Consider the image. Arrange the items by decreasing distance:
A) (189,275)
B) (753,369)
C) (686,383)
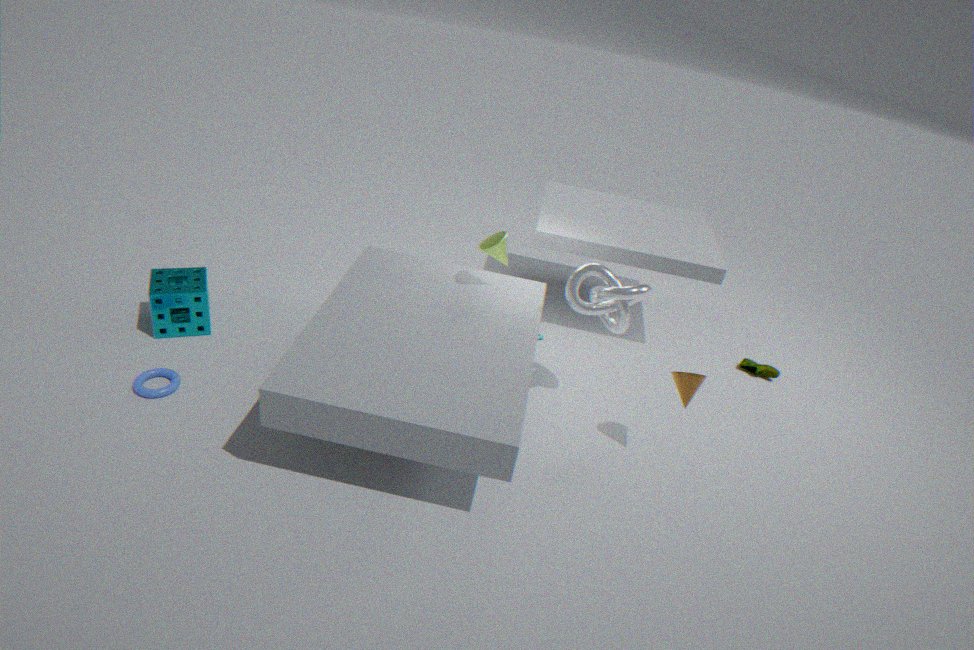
(753,369) < (189,275) < (686,383)
